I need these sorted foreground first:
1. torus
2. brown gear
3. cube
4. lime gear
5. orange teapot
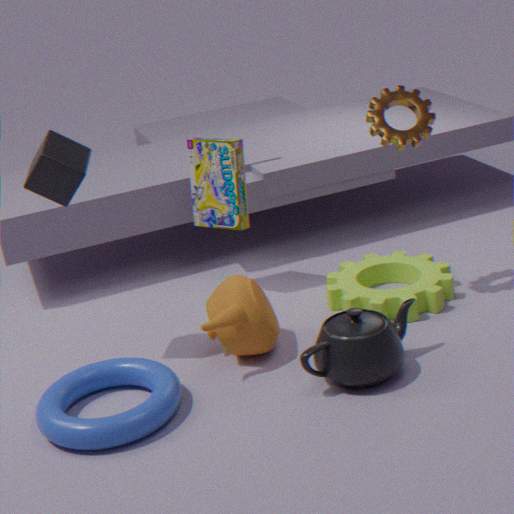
torus → cube → orange teapot → brown gear → lime gear
